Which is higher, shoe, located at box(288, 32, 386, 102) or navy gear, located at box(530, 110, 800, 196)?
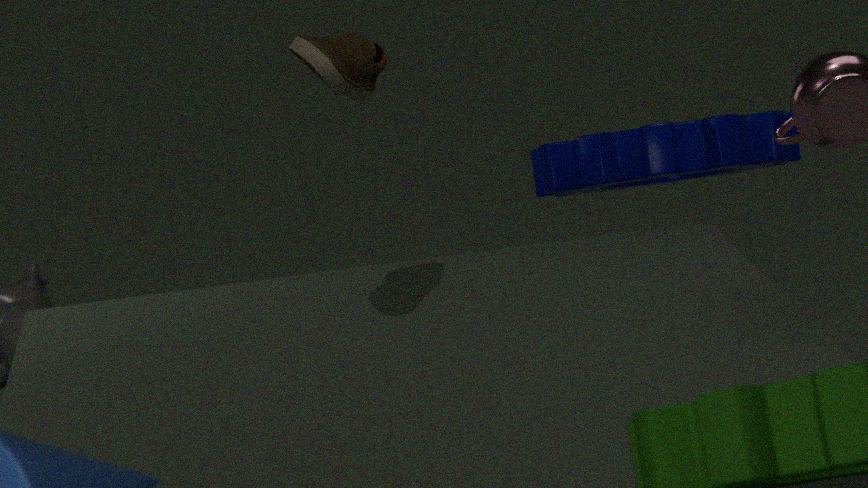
shoe, located at box(288, 32, 386, 102)
